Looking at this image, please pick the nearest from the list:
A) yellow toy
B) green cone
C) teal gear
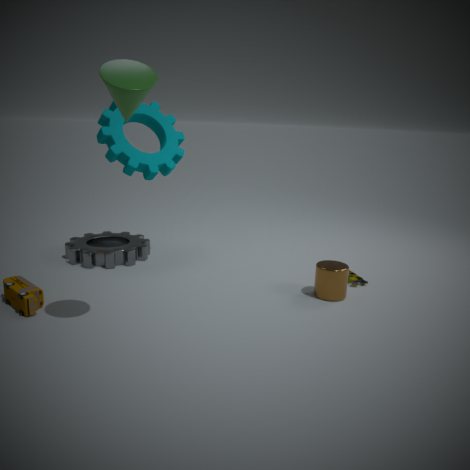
B
